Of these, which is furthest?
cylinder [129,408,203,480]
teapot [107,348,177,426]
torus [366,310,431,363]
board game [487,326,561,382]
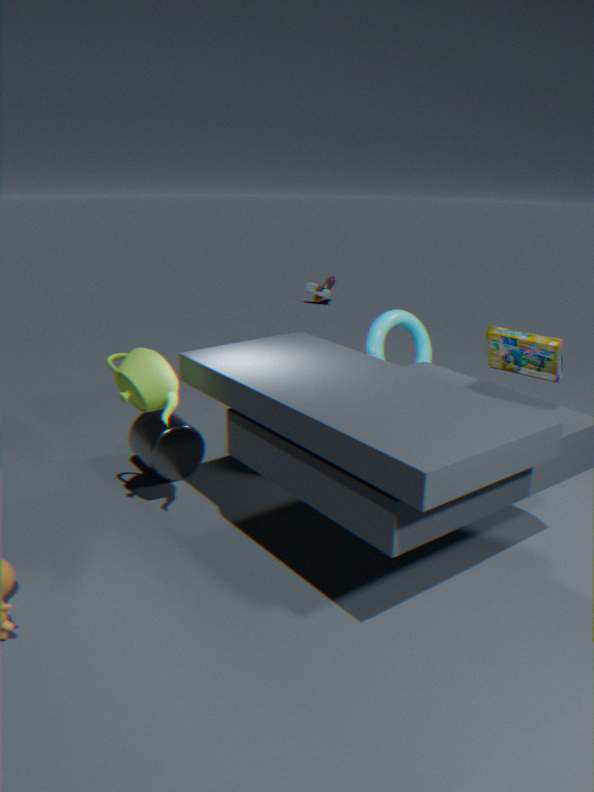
torus [366,310,431,363]
